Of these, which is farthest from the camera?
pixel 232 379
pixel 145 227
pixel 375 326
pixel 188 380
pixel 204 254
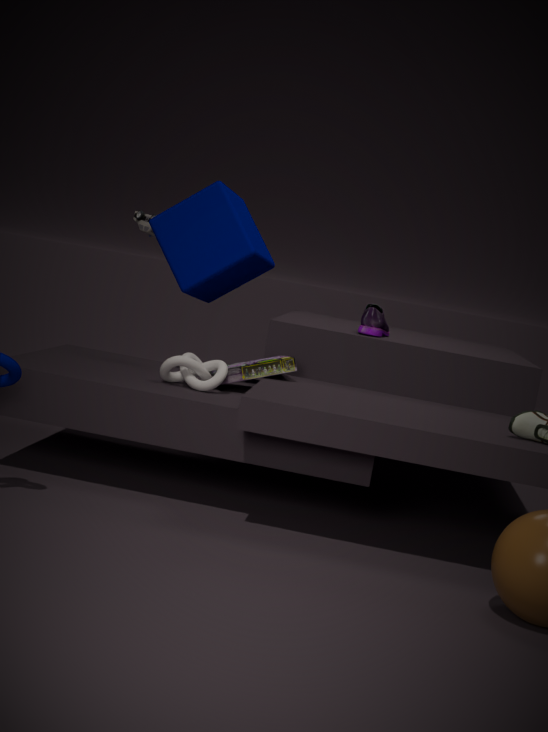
pixel 145 227
